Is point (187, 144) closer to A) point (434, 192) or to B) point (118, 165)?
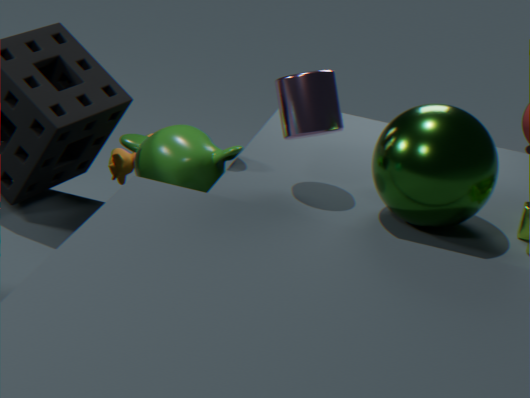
B) point (118, 165)
